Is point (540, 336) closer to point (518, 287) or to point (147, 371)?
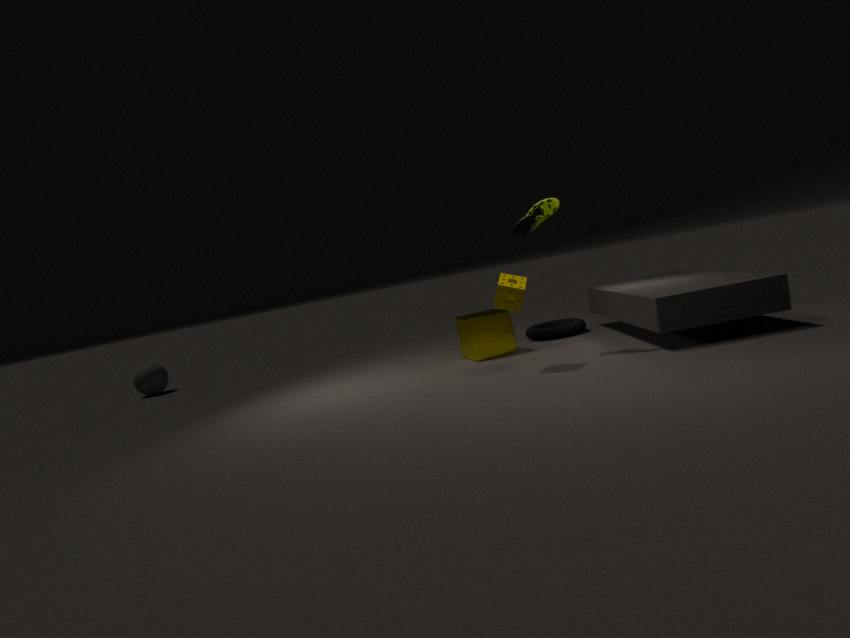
point (518, 287)
